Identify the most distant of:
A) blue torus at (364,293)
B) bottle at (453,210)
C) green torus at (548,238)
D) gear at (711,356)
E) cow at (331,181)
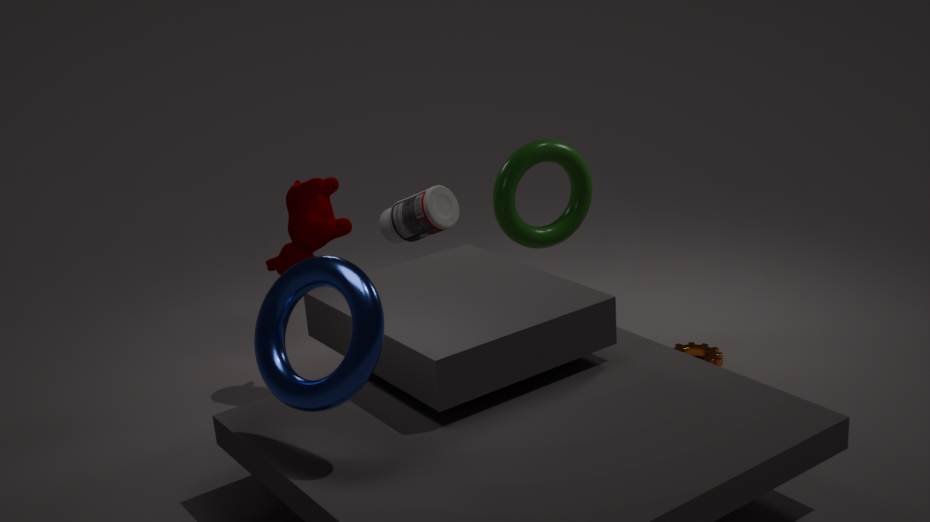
B. bottle at (453,210)
